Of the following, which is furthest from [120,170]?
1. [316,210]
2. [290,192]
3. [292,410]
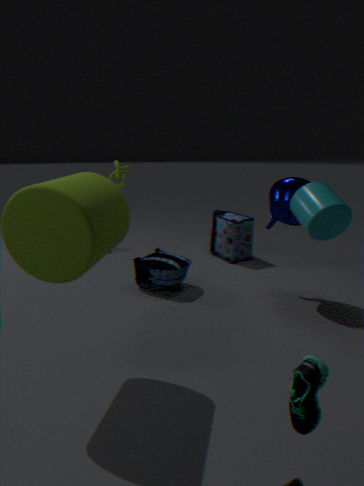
[292,410]
